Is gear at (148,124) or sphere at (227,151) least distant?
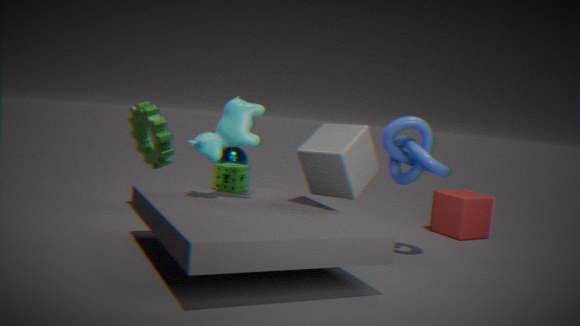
gear at (148,124)
